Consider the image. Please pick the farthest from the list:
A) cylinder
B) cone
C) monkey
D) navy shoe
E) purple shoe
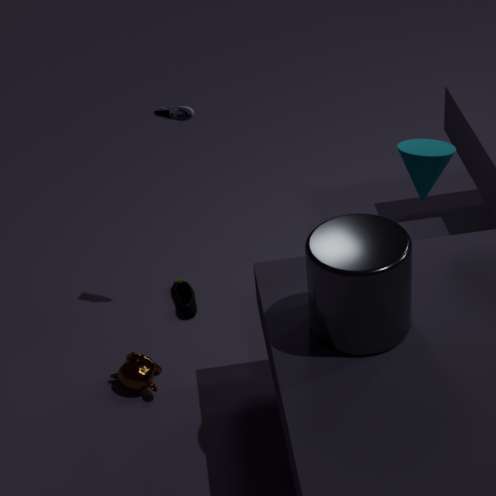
navy shoe
